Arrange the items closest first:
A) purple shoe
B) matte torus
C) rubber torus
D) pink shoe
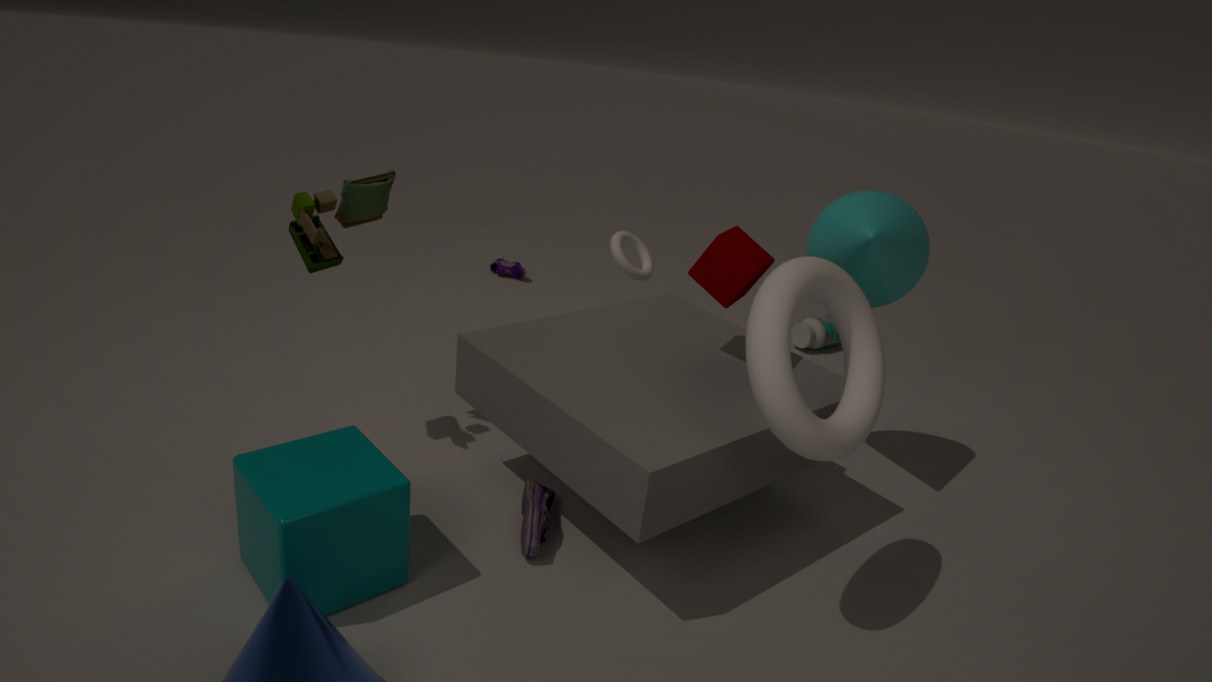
rubber torus, pink shoe, matte torus, purple shoe
